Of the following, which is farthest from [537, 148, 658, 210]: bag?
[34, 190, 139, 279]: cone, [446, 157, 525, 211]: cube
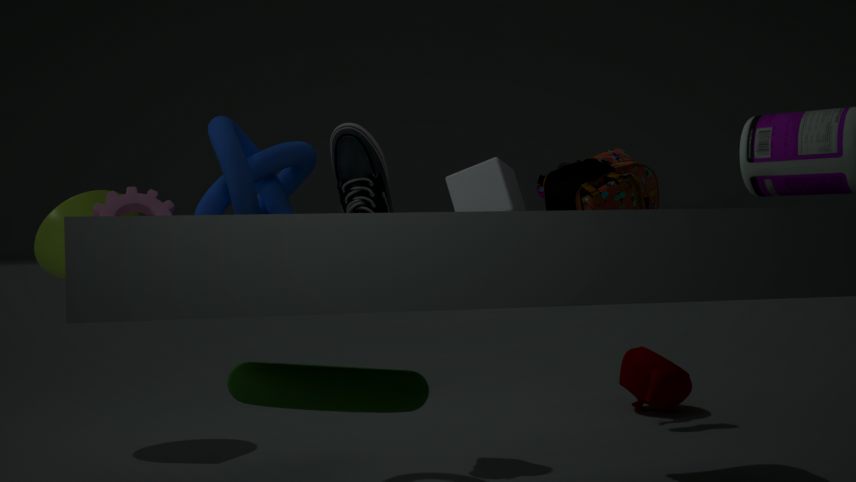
[34, 190, 139, 279]: cone
